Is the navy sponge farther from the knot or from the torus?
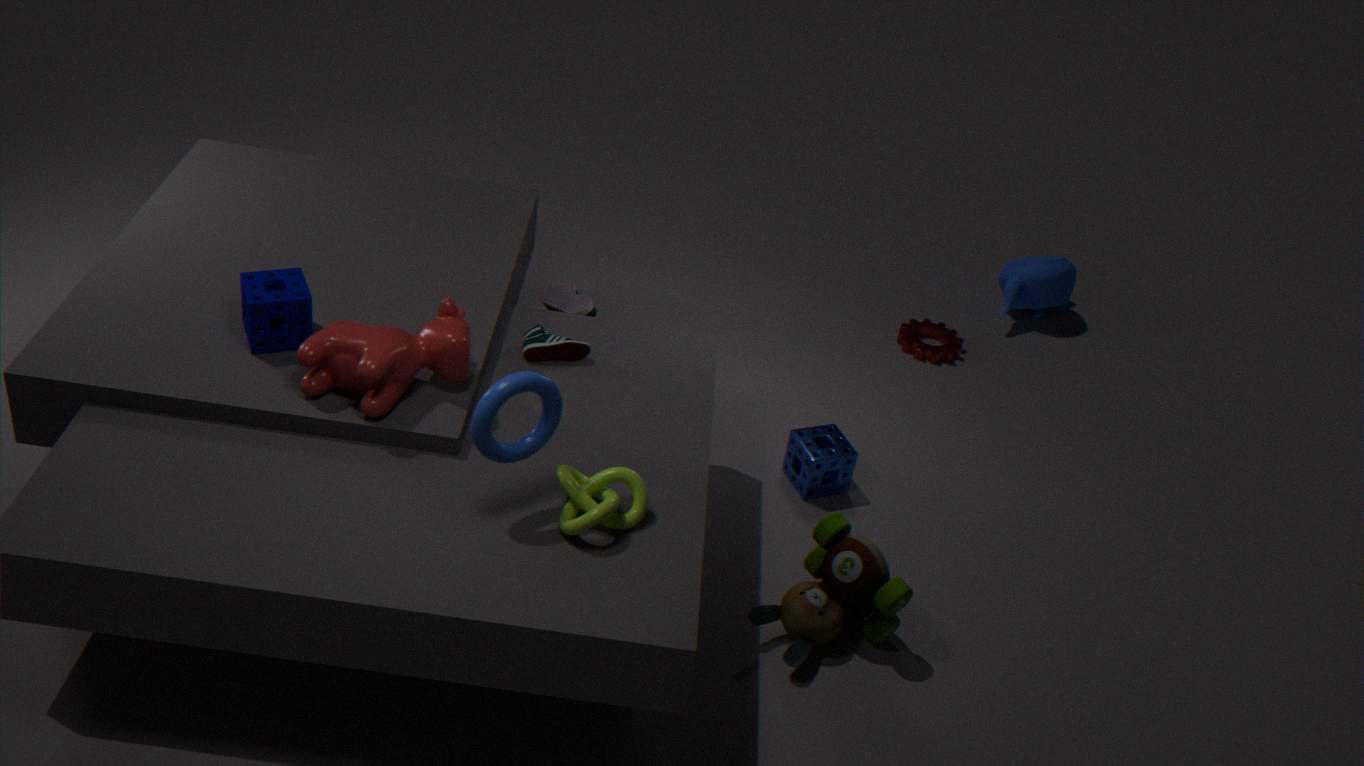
the knot
